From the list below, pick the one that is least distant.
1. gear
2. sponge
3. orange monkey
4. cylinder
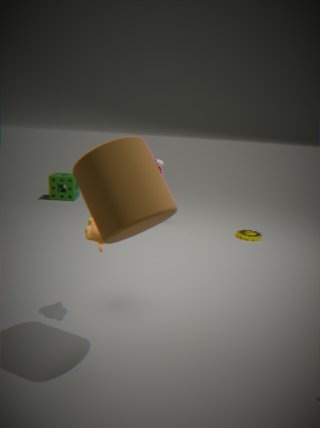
cylinder
